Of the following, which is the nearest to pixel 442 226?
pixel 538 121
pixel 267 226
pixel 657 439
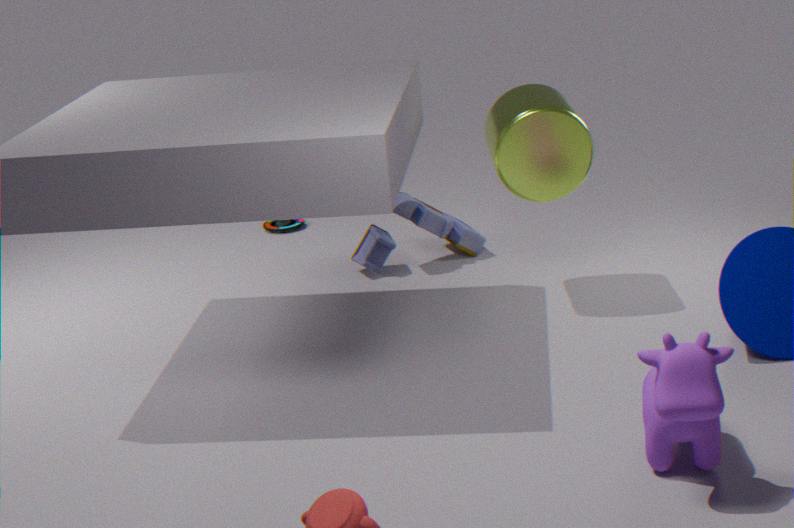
pixel 538 121
